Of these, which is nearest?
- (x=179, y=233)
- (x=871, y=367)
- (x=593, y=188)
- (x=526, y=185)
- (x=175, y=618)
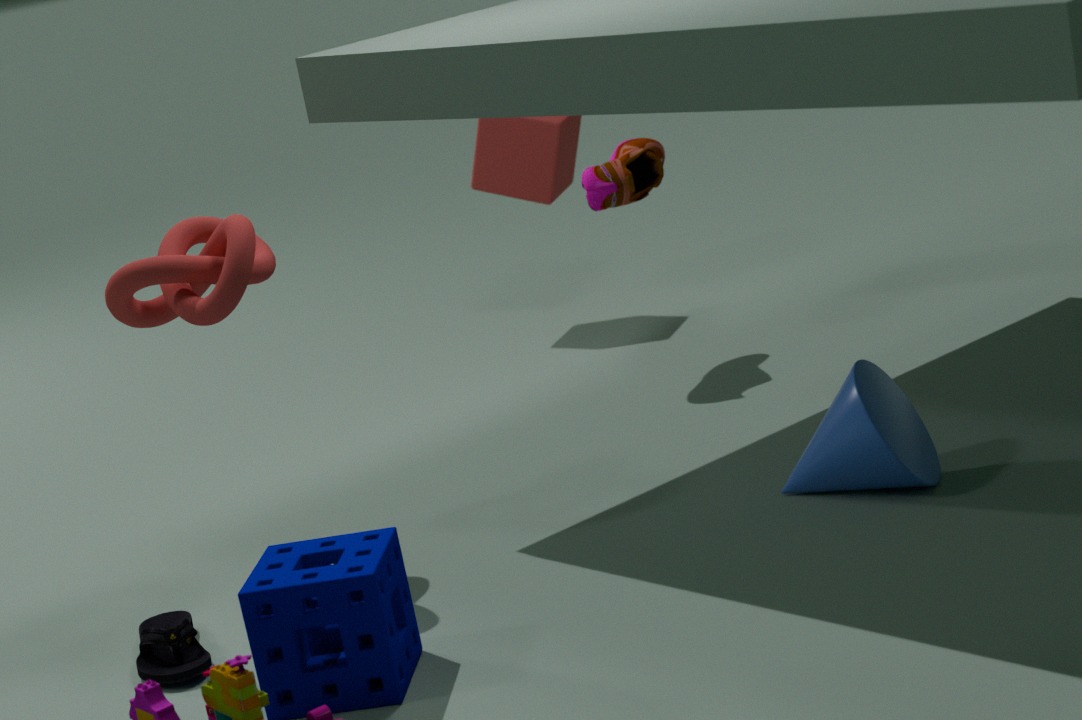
(x=175, y=618)
